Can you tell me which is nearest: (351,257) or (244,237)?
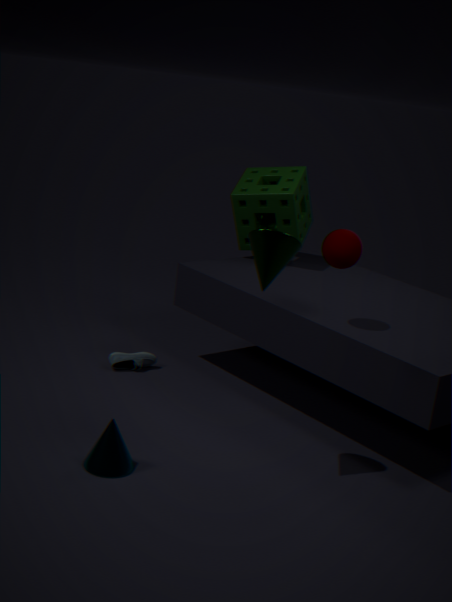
(351,257)
